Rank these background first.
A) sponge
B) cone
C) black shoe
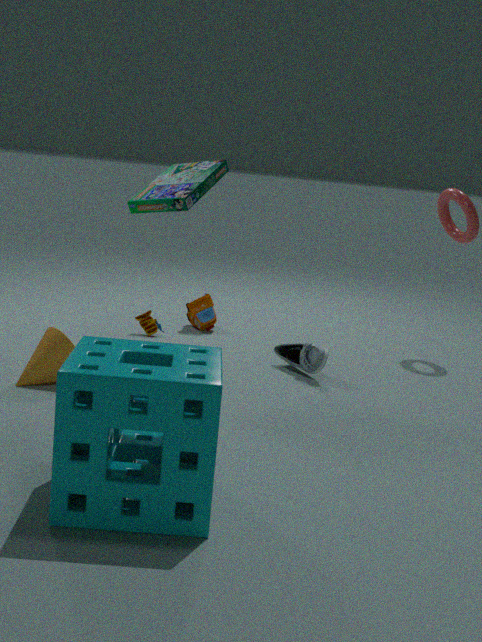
C. black shoe → B. cone → A. sponge
